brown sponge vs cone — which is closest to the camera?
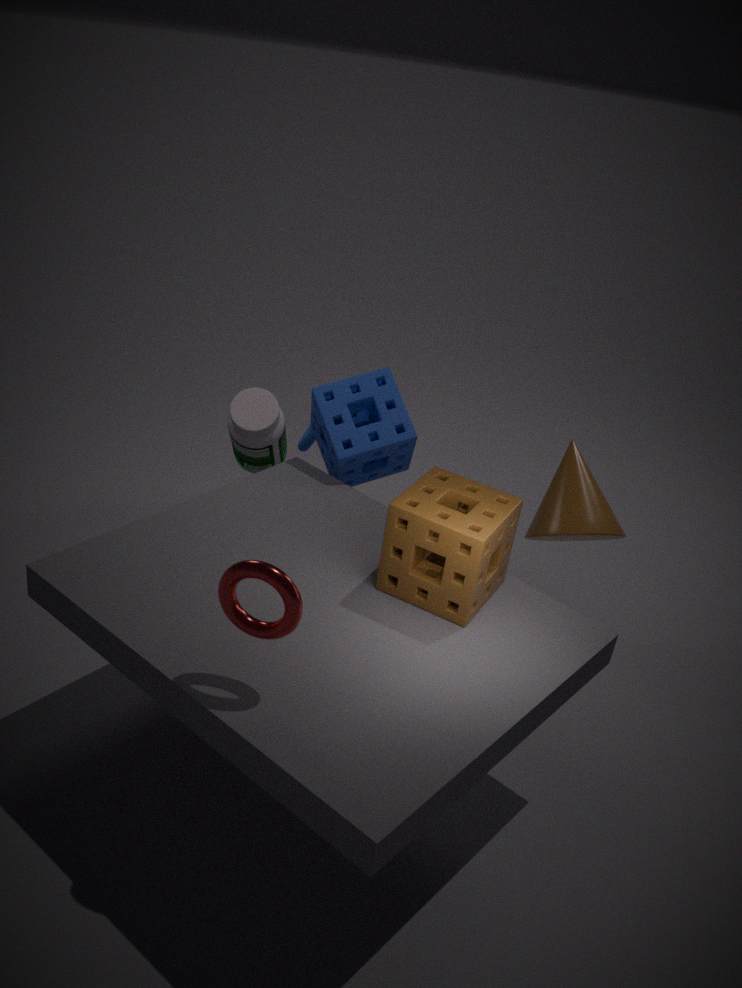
brown sponge
